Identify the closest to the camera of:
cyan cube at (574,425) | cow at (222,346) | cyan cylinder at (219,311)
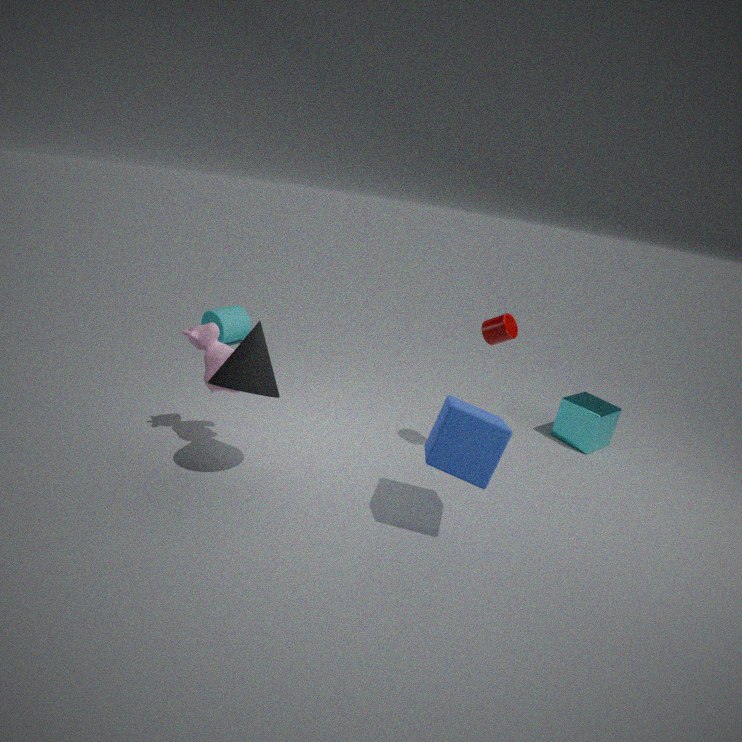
cow at (222,346)
